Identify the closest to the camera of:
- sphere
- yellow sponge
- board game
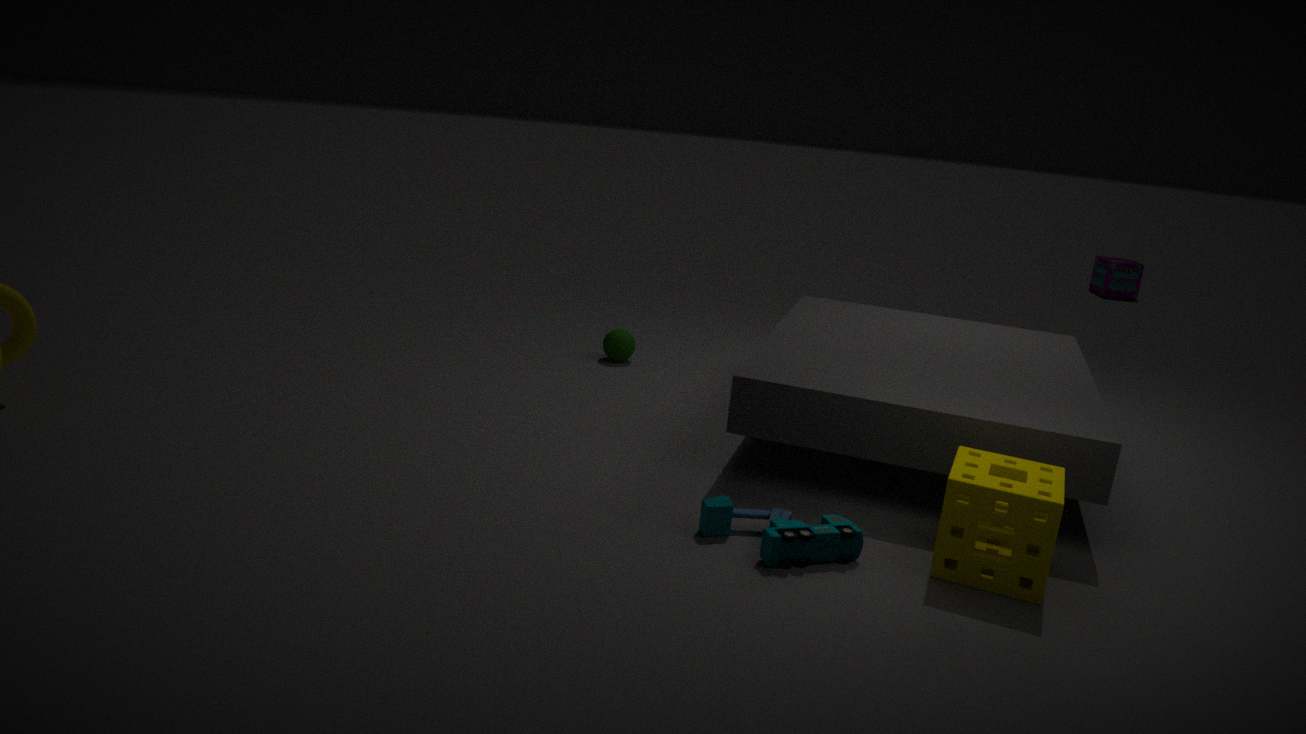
yellow sponge
